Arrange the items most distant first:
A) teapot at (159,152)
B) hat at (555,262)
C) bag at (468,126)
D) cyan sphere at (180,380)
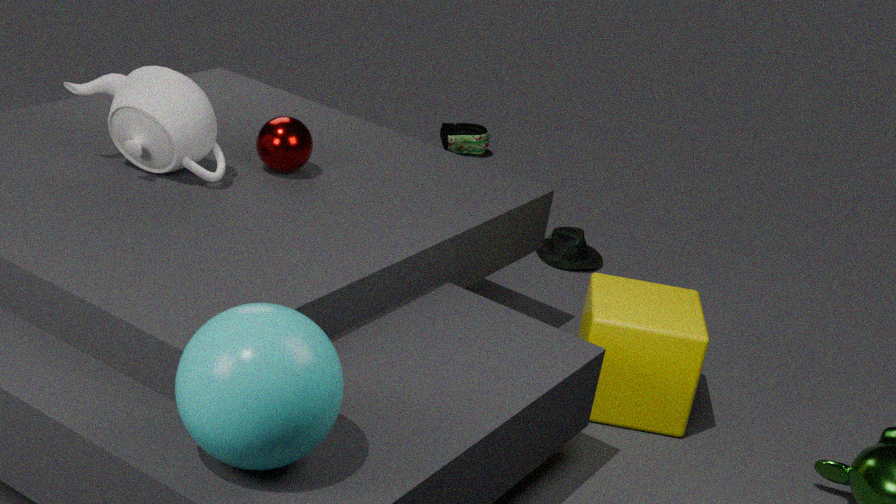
bag at (468,126) < hat at (555,262) < teapot at (159,152) < cyan sphere at (180,380)
